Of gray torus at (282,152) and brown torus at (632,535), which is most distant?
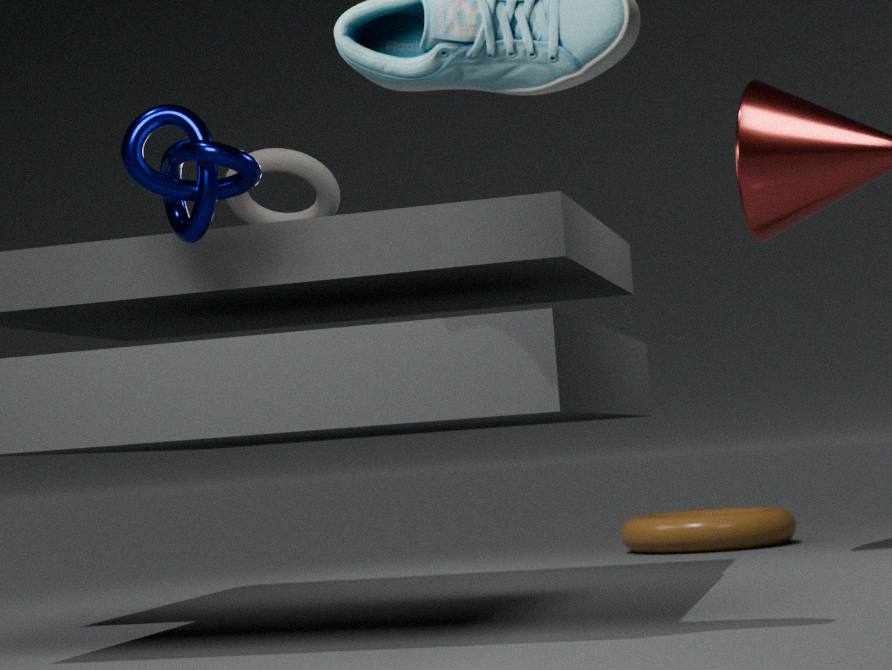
brown torus at (632,535)
